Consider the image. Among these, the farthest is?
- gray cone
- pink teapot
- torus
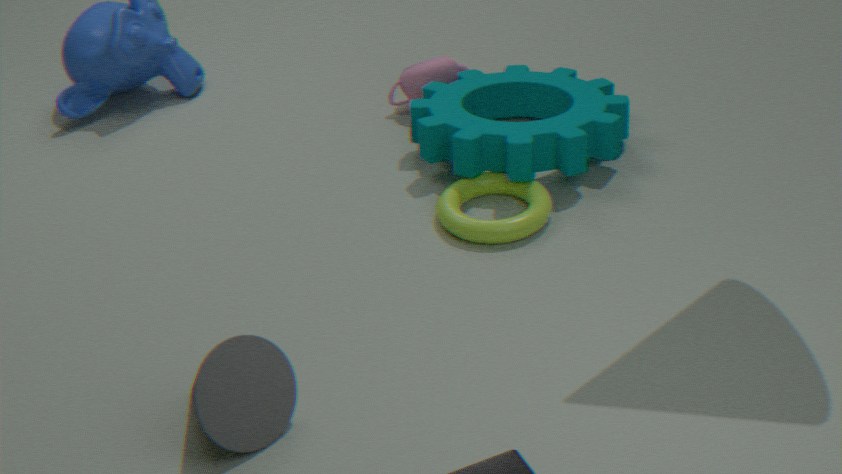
pink teapot
